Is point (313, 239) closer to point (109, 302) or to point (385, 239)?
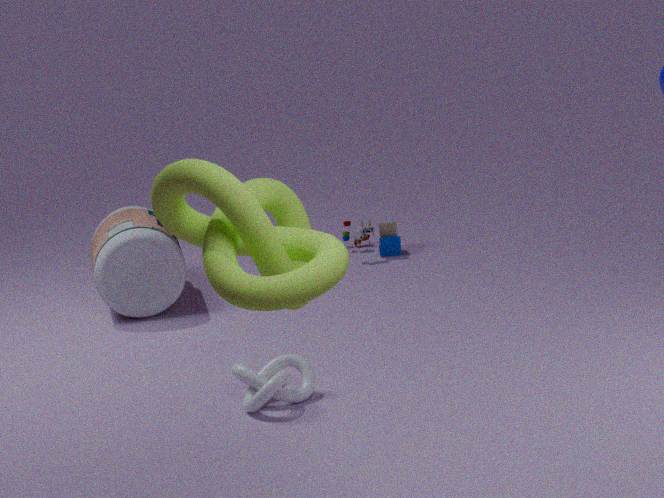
point (109, 302)
